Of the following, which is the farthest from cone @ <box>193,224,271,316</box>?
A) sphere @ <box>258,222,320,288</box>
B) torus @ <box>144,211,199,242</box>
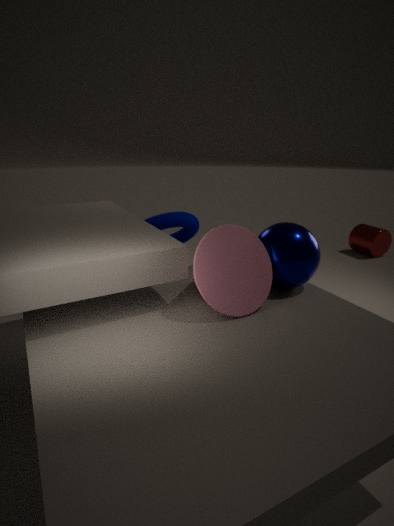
torus @ <box>144,211,199,242</box>
